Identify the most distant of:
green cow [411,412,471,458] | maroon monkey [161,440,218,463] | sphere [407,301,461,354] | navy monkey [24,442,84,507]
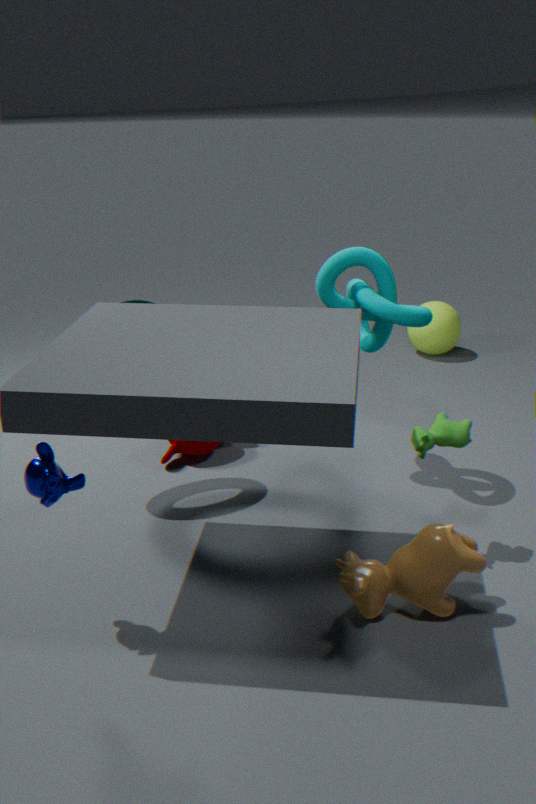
sphere [407,301,461,354]
